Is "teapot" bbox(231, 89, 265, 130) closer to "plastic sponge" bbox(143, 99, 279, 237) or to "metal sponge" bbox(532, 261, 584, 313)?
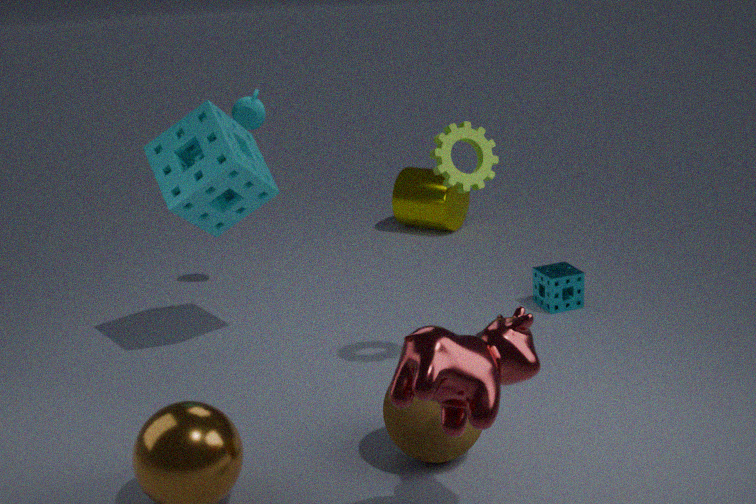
"plastic sponge" bbox(143, 99, 279, 237)
